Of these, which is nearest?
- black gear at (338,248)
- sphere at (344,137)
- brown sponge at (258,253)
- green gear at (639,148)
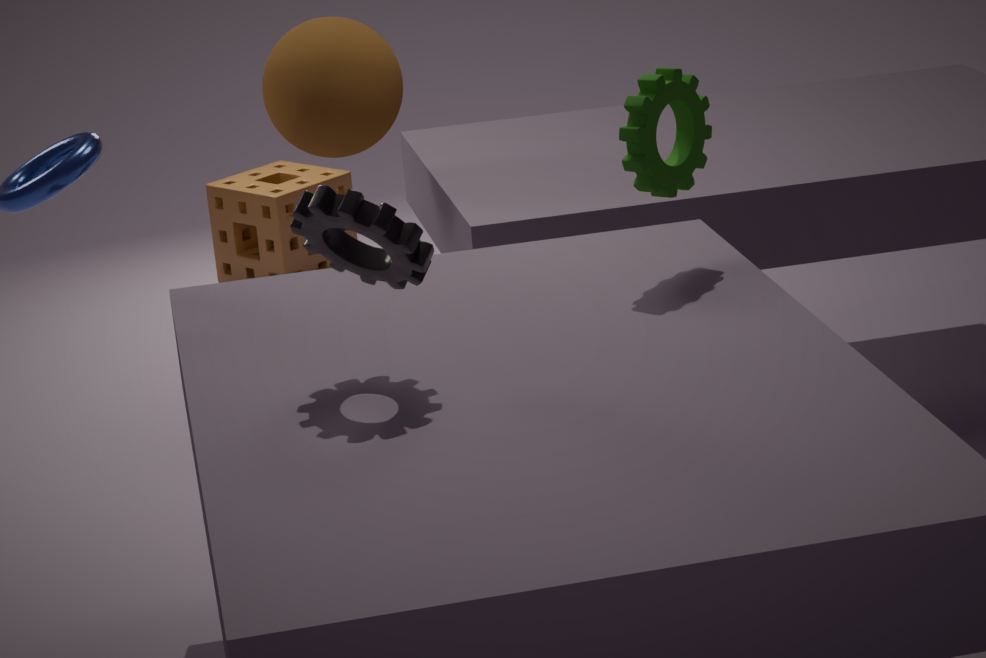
black gear at (338,248)
